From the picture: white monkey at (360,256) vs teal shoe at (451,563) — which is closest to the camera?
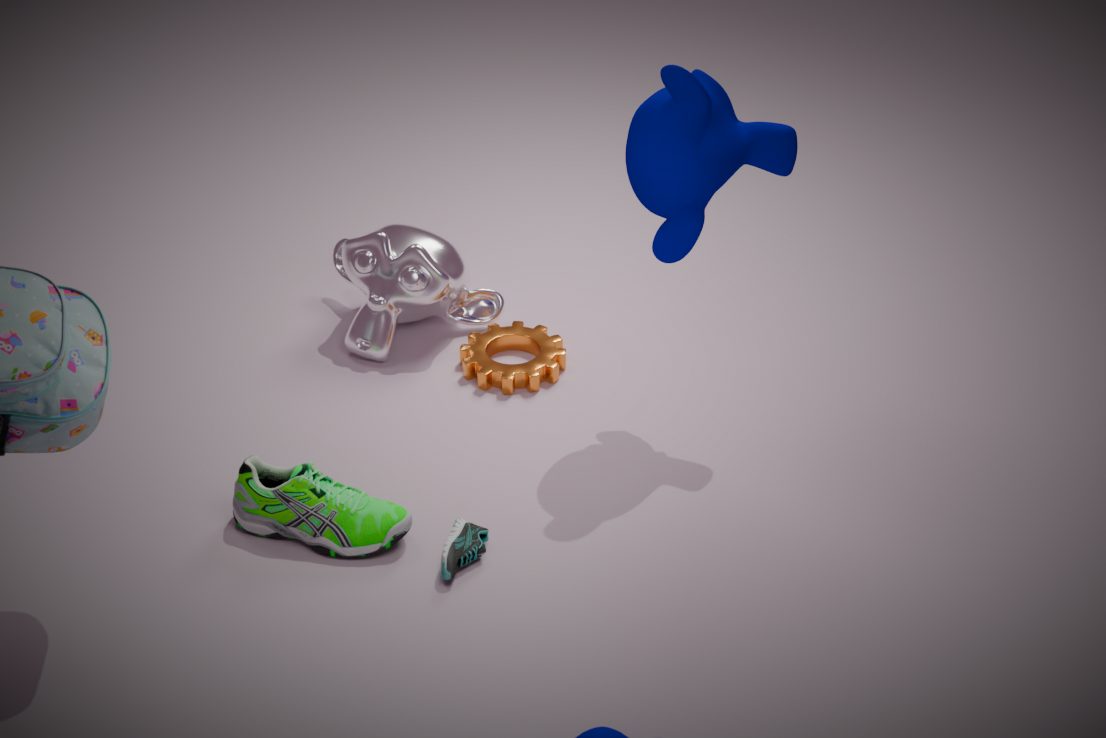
teal shoe at (451,563)
